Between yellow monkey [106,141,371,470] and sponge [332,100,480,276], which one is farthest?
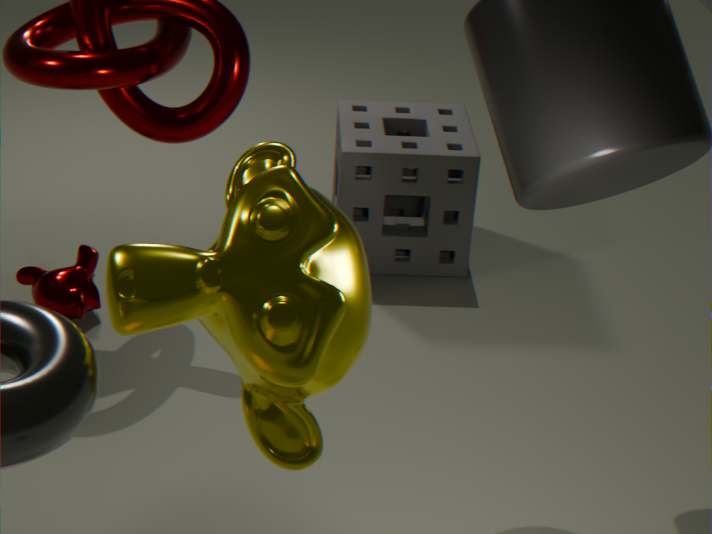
sponge [332,100,480,276]
